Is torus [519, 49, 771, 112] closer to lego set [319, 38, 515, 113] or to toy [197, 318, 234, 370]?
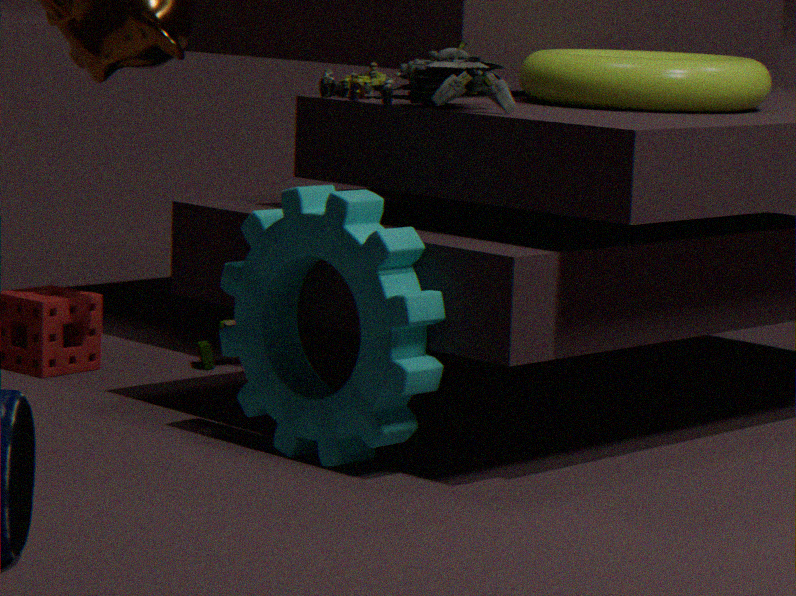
lego set [319, 38, 515, 113]
